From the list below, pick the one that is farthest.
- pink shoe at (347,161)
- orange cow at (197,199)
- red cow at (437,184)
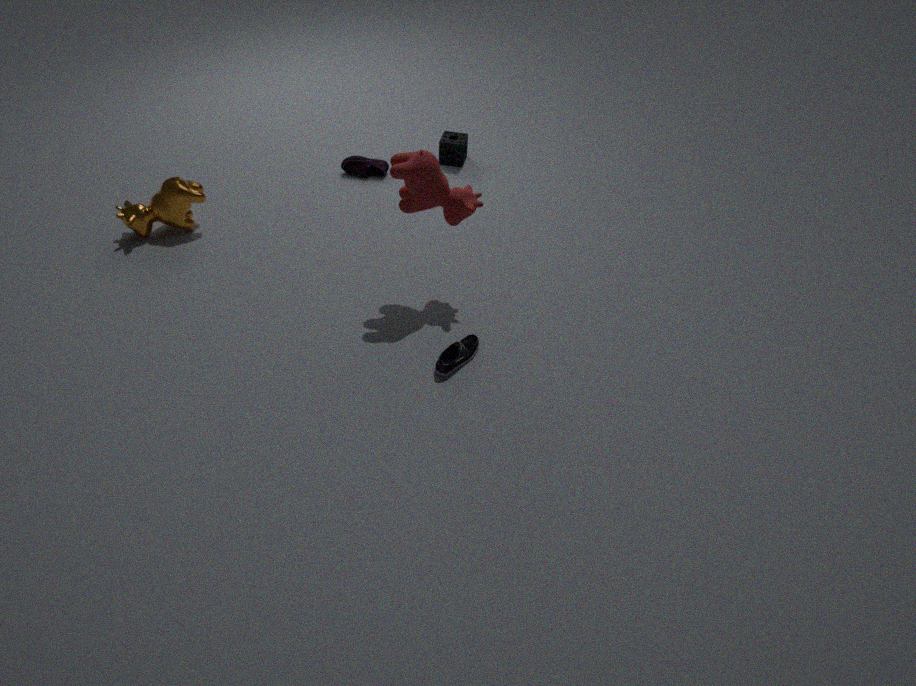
pink shoe at (347,161)
